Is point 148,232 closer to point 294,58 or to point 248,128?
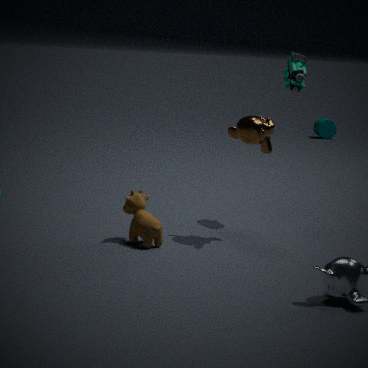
point 248,128
